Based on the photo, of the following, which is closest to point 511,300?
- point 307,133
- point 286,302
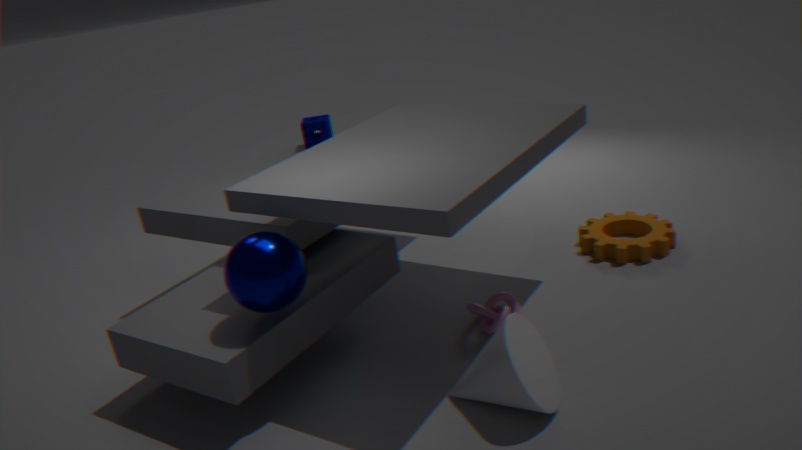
point 286,302
